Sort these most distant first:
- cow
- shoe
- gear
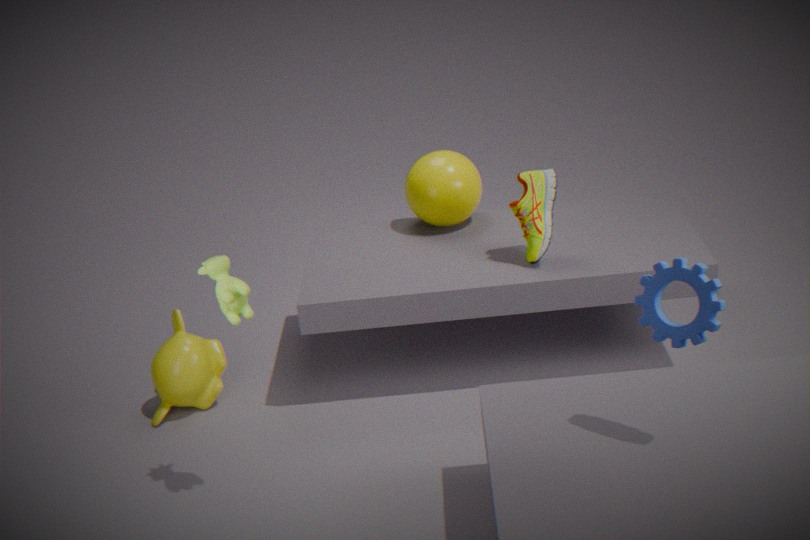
shoe
cow
gear
